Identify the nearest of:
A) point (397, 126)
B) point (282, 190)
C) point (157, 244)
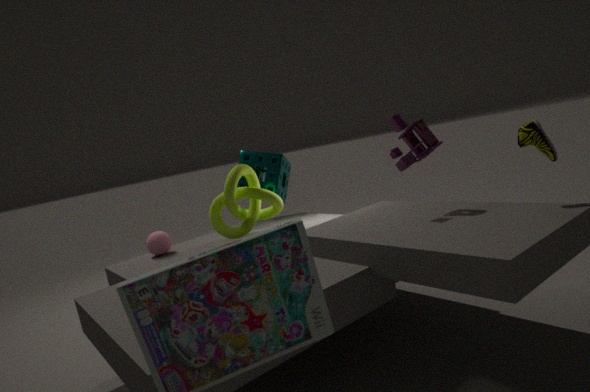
point (397, 126)
